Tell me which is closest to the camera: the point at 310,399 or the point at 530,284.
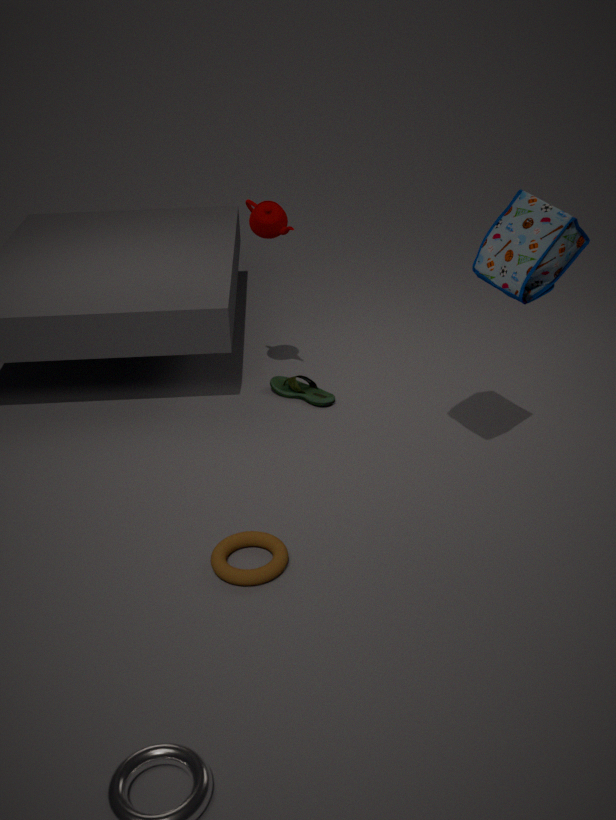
the point at 530,284
